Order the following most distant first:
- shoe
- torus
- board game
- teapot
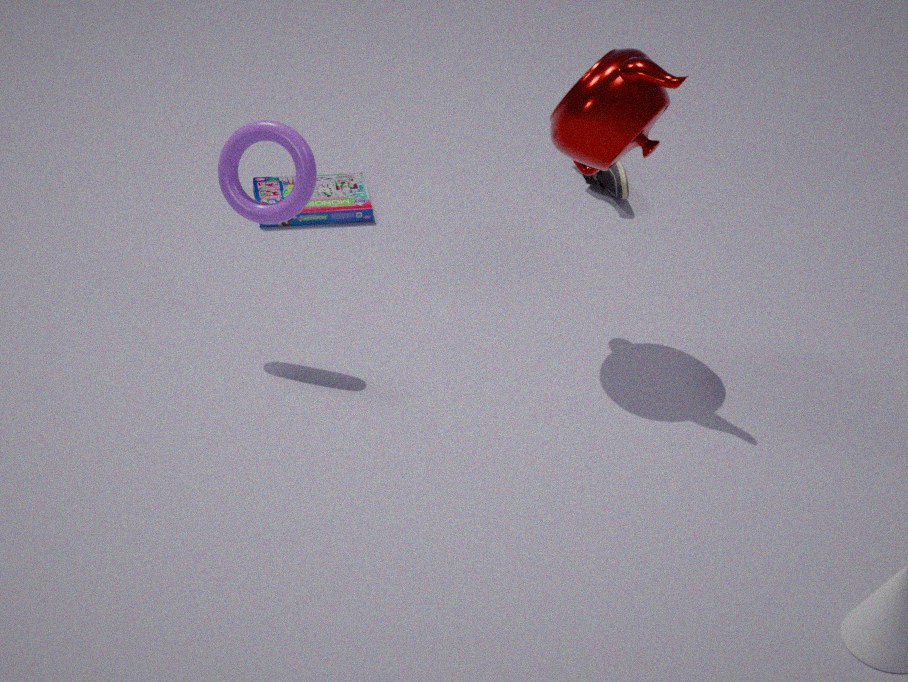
shoe, board game, torus, teapot
